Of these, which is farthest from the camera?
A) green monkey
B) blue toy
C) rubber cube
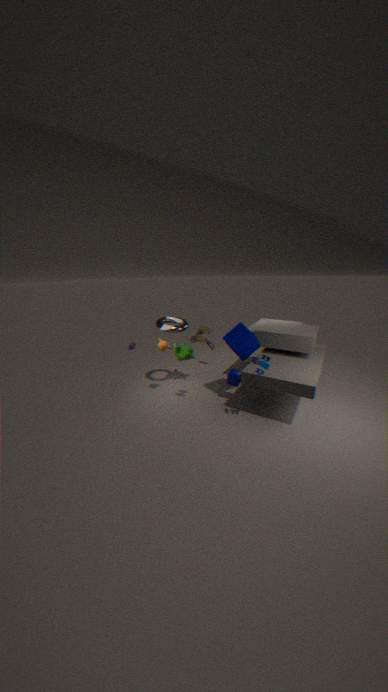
green monkey
